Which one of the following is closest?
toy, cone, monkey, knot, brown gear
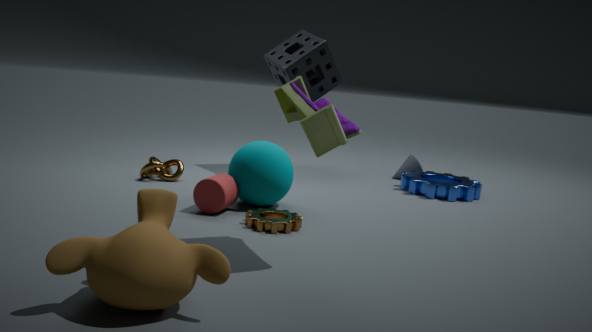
monkey
